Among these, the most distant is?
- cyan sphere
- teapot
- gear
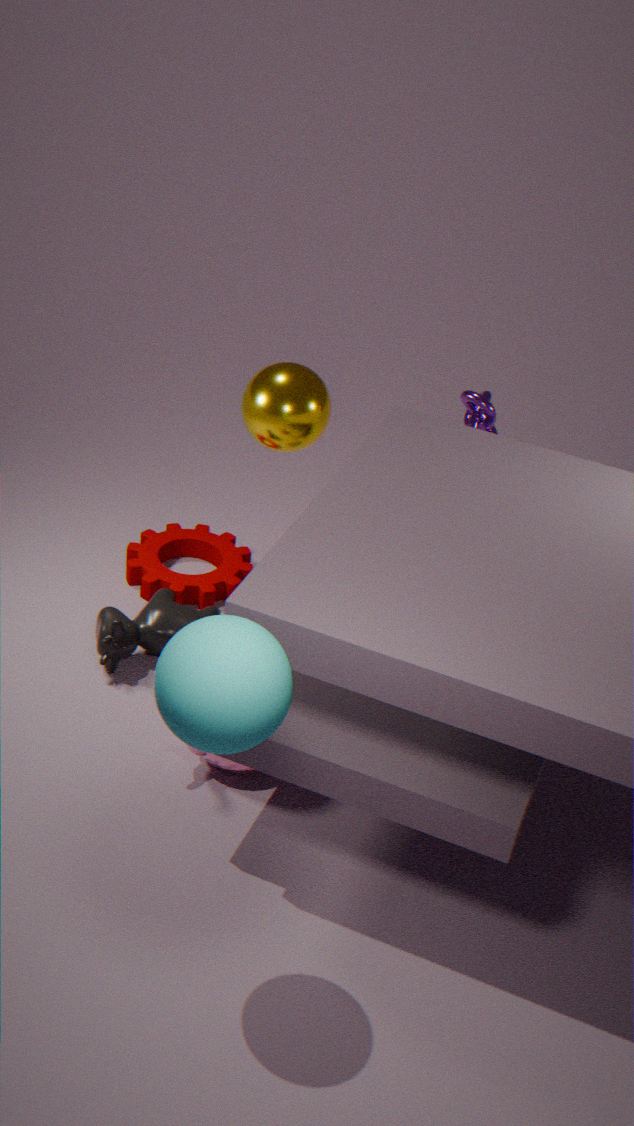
gear
